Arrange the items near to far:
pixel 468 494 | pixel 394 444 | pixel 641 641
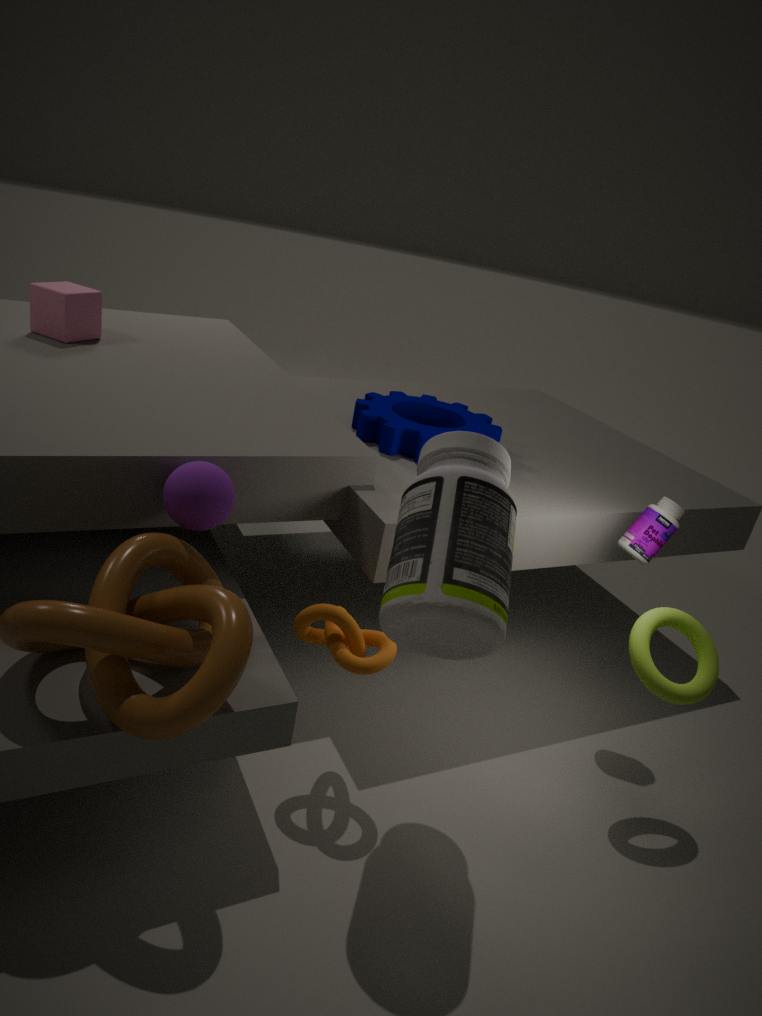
pixel 468 494 → pixel 641 641 → pixel 394 444
